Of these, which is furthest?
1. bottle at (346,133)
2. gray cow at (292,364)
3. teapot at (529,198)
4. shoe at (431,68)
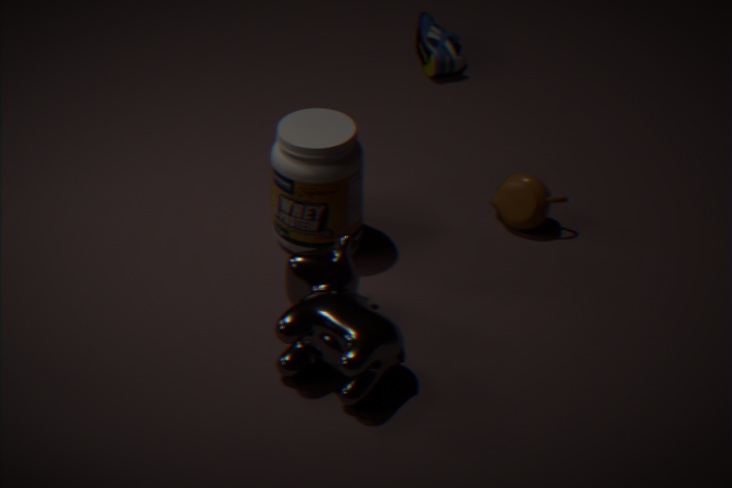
shoe at (431,68)
